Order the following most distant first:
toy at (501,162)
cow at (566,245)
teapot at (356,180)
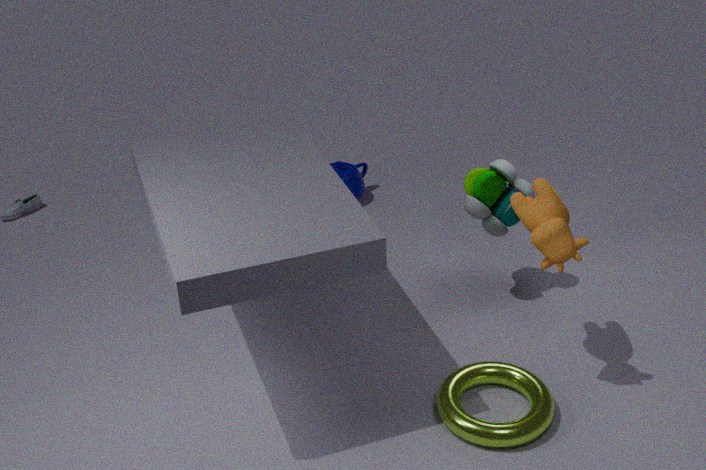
teapot at (356,180), toy at (501,162), cow at (566,245)
